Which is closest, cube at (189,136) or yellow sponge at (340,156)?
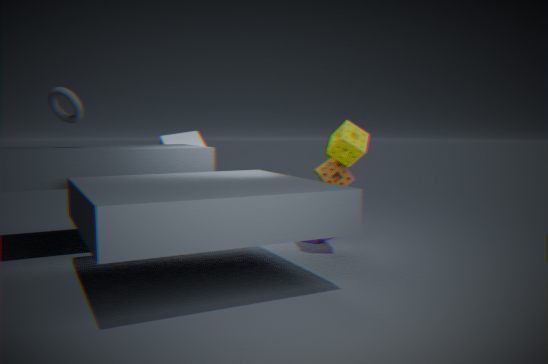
yellow sponge at (340,156)
